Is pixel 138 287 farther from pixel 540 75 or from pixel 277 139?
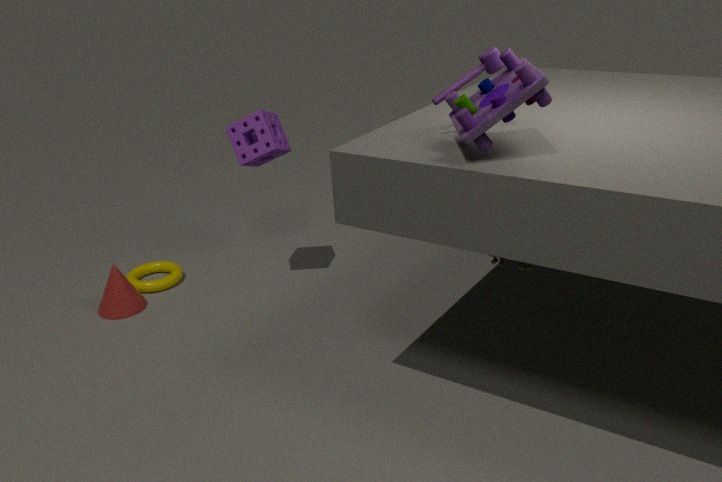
pixel 540 75
